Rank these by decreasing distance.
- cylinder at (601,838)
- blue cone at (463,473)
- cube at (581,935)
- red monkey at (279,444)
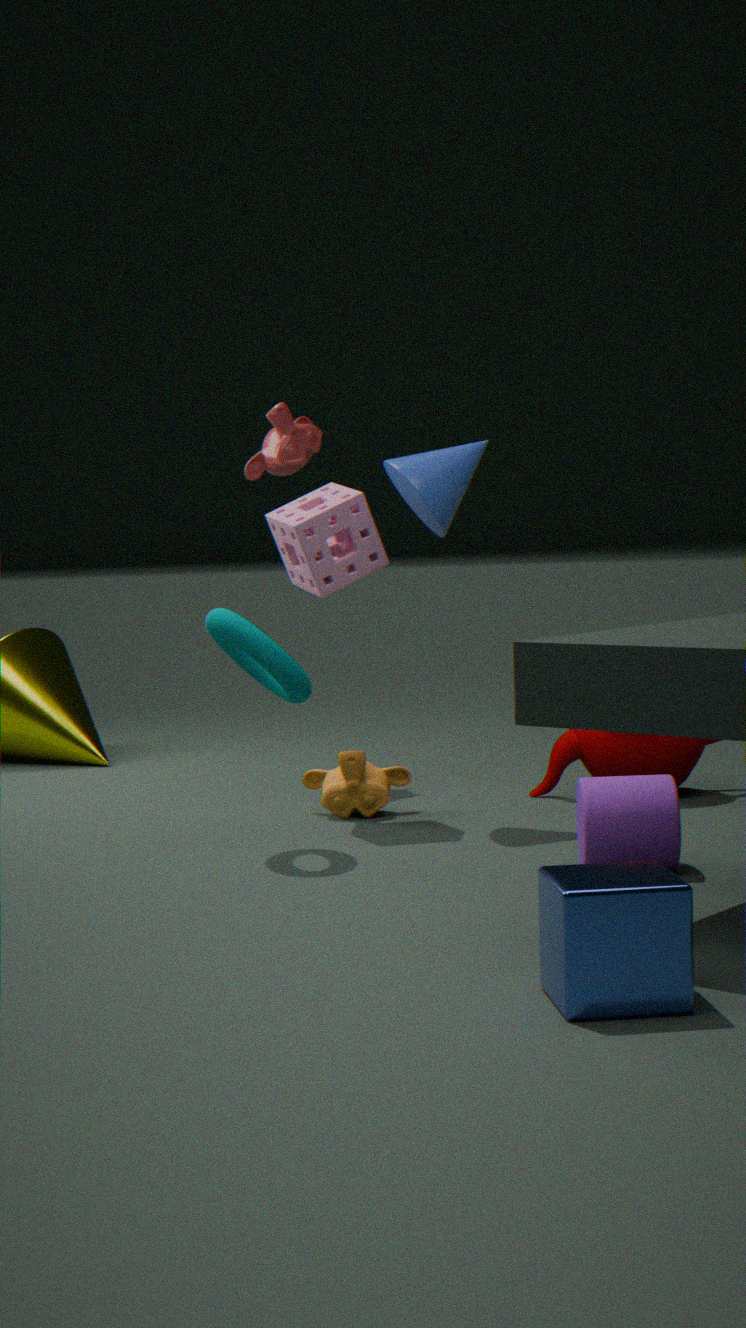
red monkey at (279,444) < blue cone at (463,473) < cylinder at (601,838) < cube at (581,935)
